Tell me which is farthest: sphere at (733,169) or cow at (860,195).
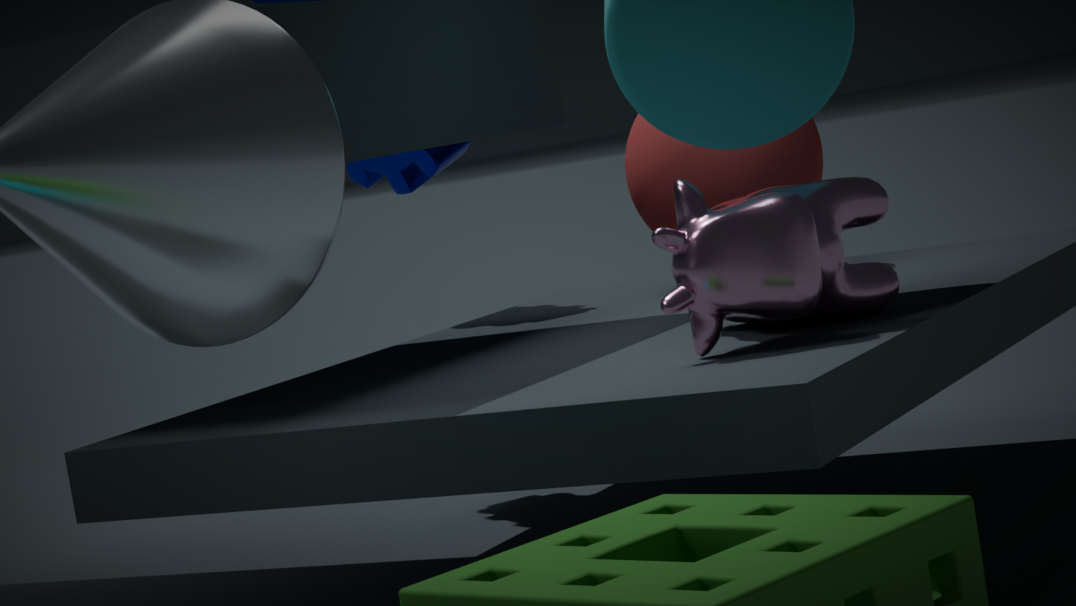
sphere at (733,169)
